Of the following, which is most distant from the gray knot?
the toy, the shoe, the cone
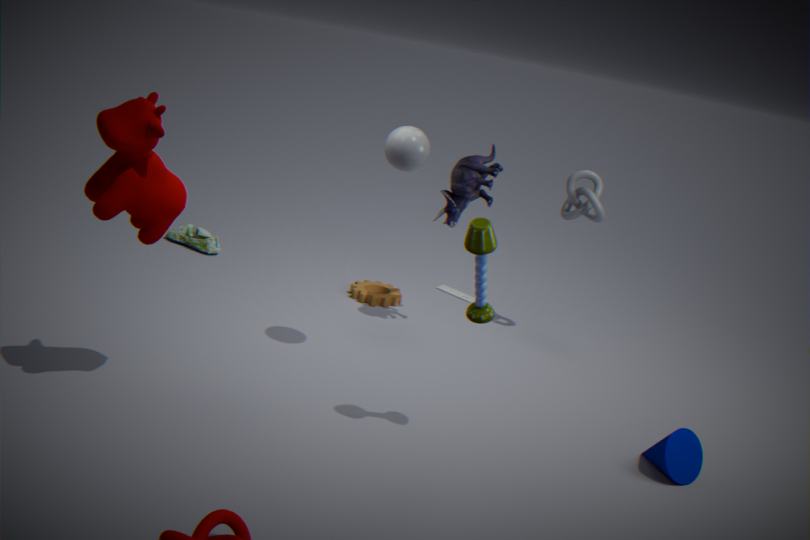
the shoe
